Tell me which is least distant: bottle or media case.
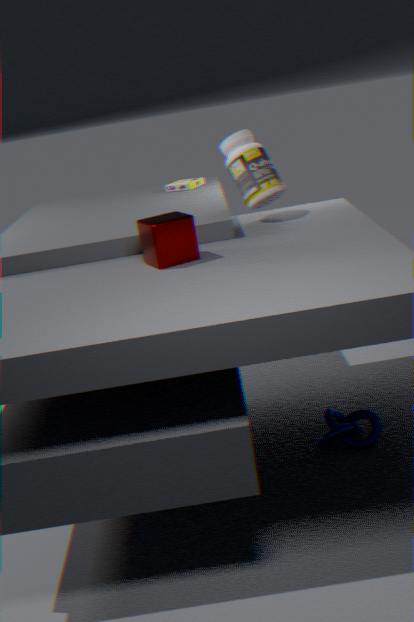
bottle
